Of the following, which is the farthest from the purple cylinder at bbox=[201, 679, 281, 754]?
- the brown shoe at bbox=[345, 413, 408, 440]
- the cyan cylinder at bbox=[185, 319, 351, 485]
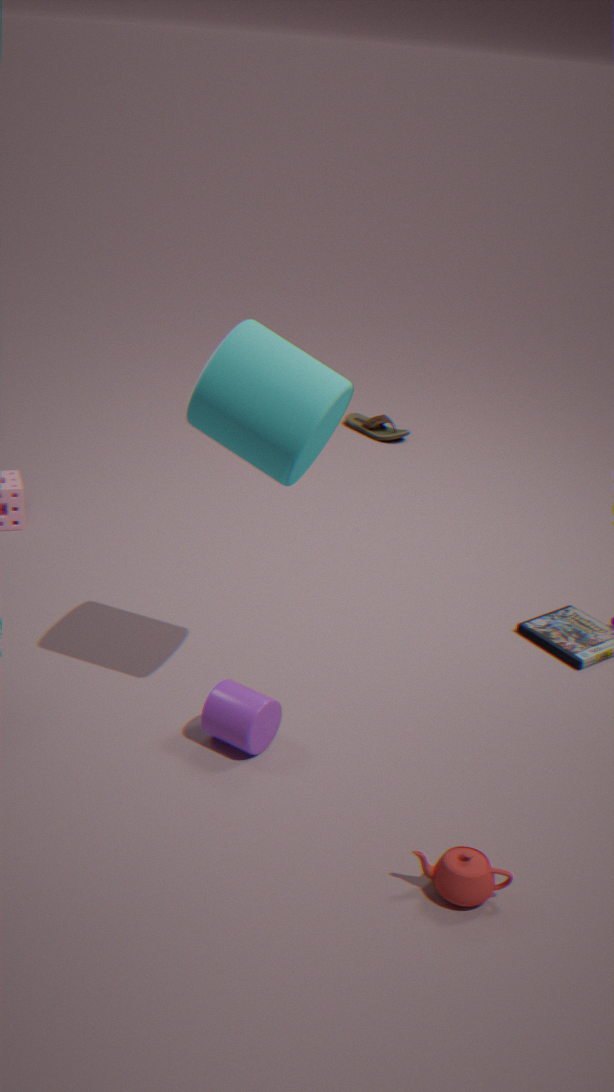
the brown shoe at bbox=[345, 413, 408, 440]
